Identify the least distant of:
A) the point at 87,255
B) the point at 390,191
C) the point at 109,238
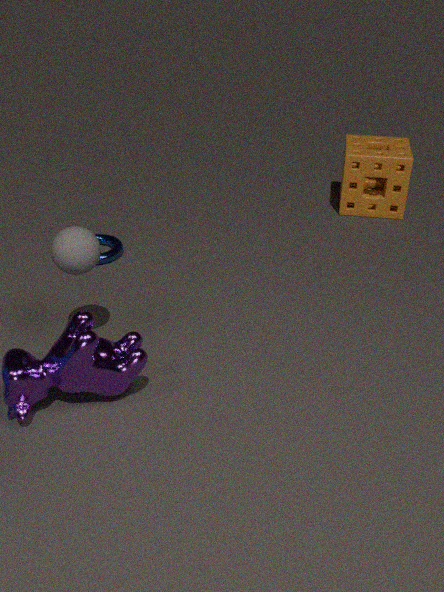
the point at 87,255
